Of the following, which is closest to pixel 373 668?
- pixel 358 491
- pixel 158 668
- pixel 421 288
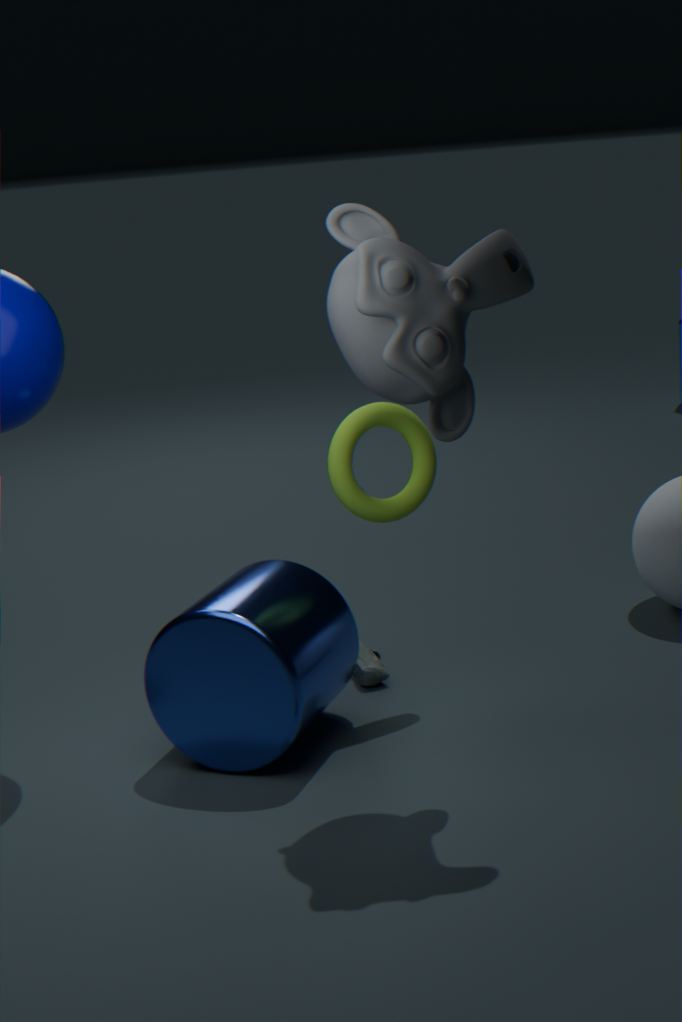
pixel 158 668
